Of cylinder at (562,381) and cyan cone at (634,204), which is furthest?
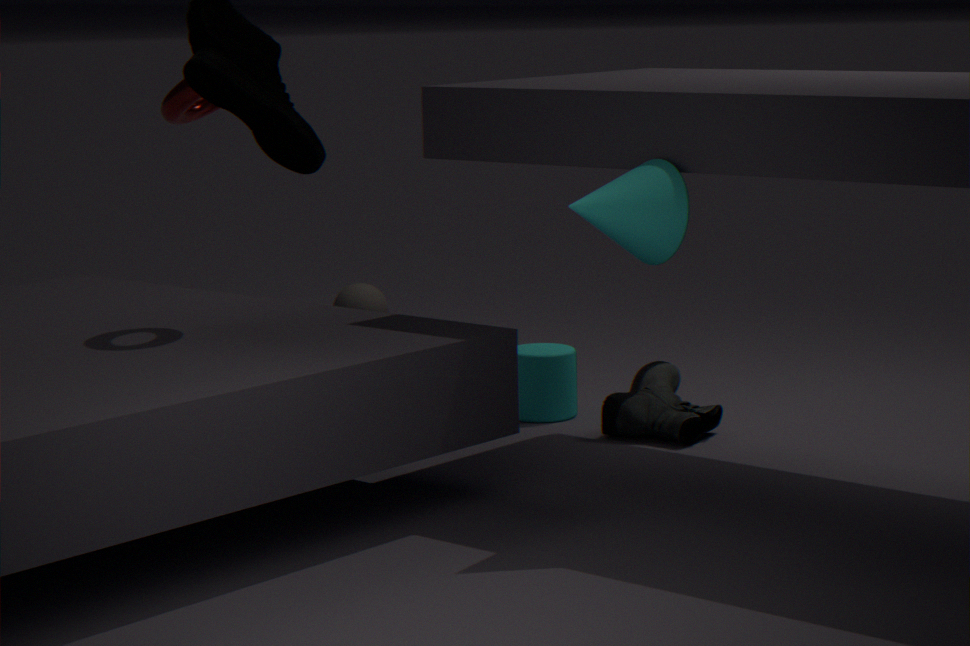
cylinder at (562,381)
